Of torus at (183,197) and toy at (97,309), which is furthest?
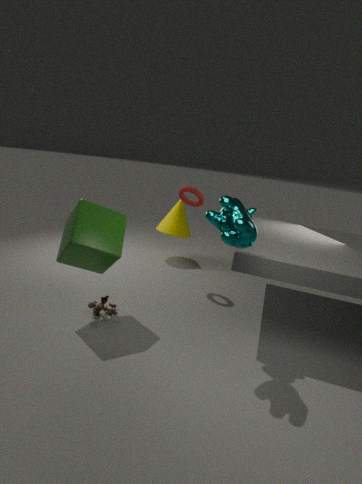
torus at (183,197)
